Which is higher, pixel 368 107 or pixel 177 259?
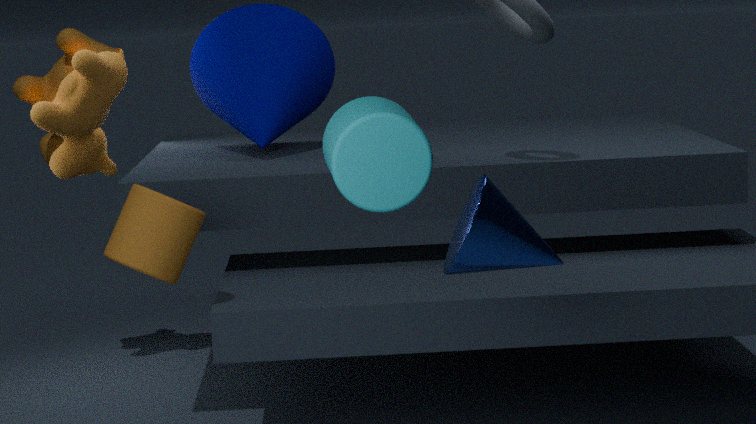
pixel 368 107
